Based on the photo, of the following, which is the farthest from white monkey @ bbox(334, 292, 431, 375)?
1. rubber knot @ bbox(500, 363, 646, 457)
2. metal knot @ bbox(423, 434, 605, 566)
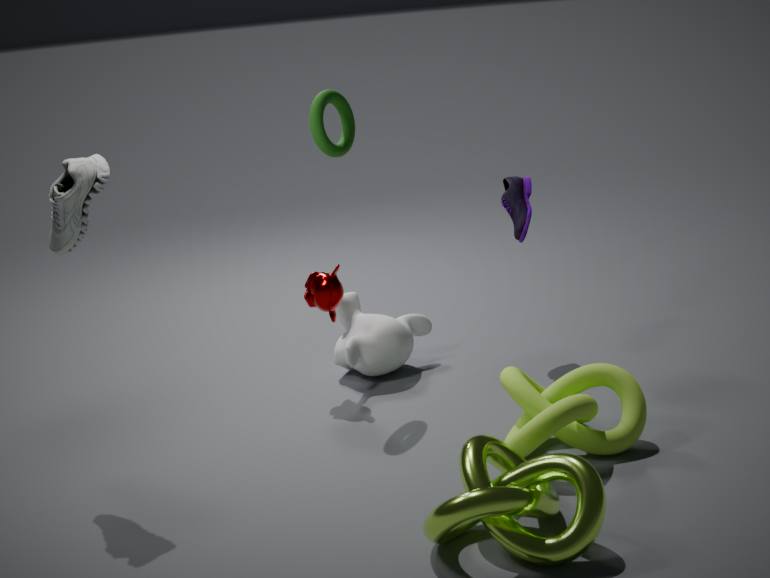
metal knot @ bbox(423, 434, 605, 566)
